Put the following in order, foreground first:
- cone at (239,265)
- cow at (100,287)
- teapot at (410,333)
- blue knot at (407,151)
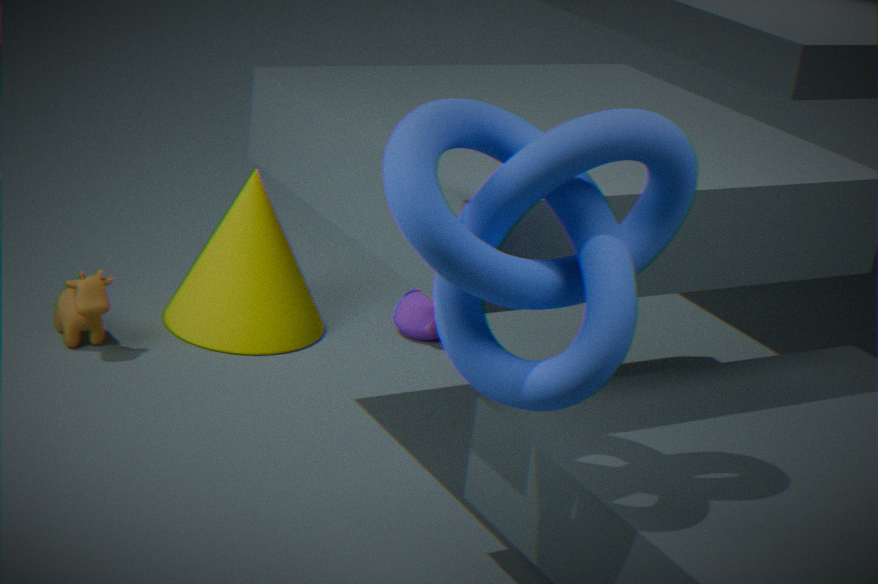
1. blue knot at (407,151)
2. cow at (100,287)
3. cone at (239,265)
4. teapot at (410,333)
